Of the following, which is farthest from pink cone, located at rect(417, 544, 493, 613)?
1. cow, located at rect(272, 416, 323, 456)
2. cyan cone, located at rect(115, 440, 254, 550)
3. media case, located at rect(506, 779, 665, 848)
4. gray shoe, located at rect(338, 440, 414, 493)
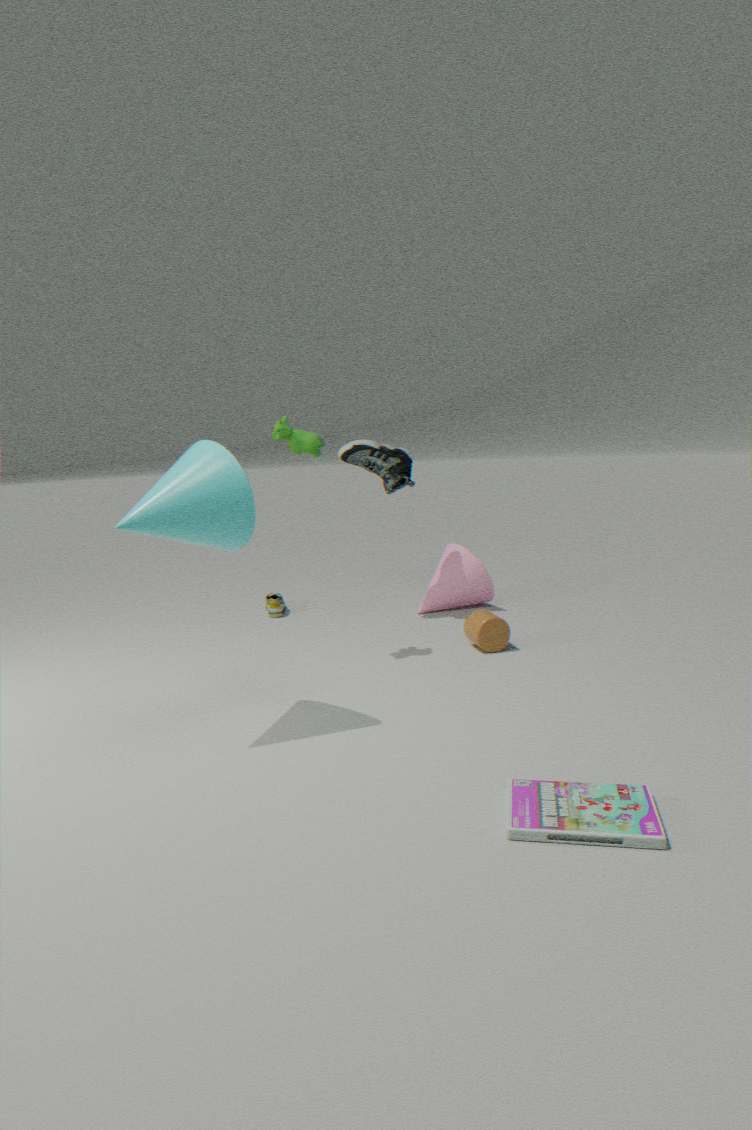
media case, located at rect(506, 779, 665, 848)
